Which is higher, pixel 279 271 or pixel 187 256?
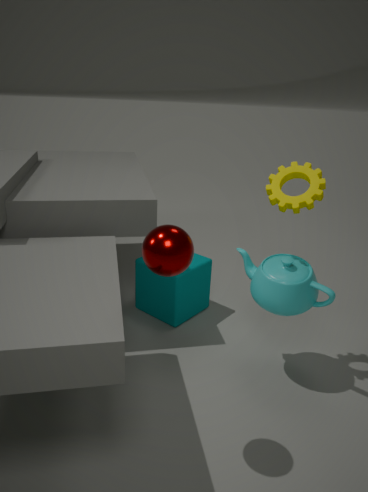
pixel 187 256
